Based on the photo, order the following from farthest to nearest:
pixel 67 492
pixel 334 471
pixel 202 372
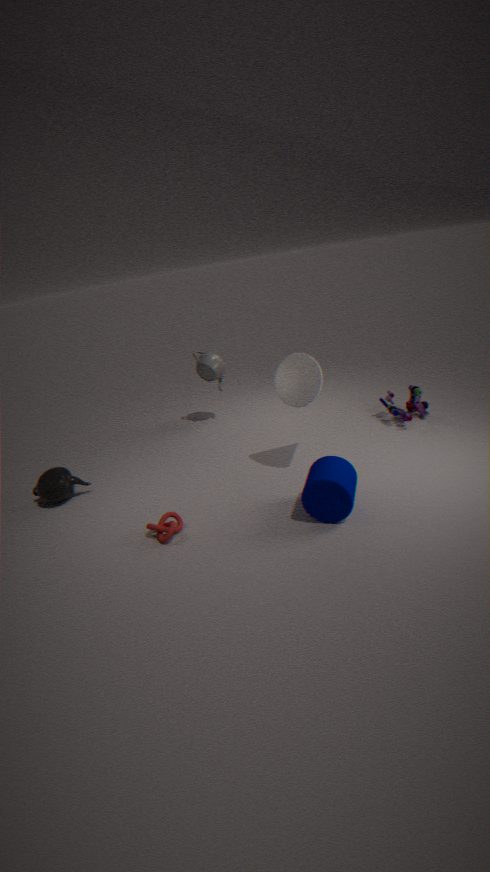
pixel 202 372 < pixel 67 492 < pixel 334 471
